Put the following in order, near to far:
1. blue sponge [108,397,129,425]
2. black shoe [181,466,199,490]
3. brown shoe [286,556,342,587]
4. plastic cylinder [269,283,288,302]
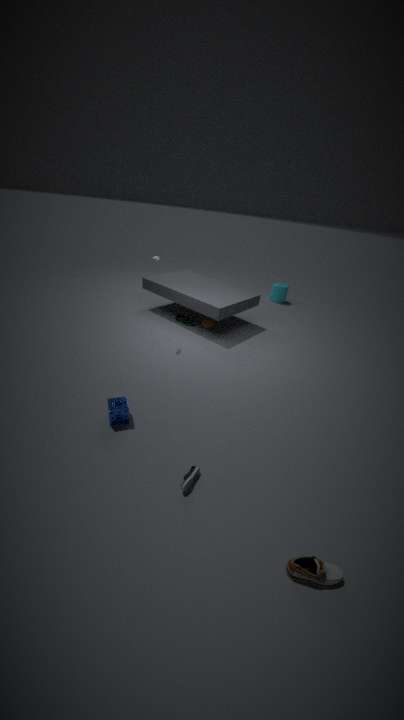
brown shoe [286,556,342,587] < black shoe [181,466,199,490] < blue sponge [108,397,129,425] < plastic cylinder [269,283,288,302]
